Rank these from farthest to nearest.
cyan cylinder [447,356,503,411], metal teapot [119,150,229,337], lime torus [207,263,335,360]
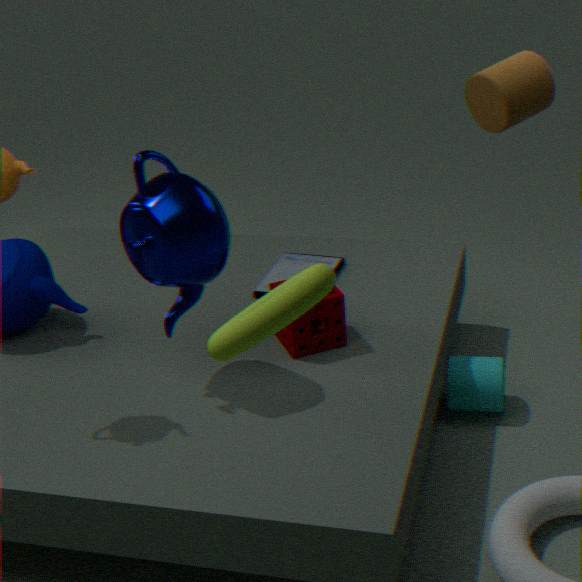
cyan cylinder [447,356,503,411]
metal teapot [119,150,229,337]
lime torus [207,263,335,360]
